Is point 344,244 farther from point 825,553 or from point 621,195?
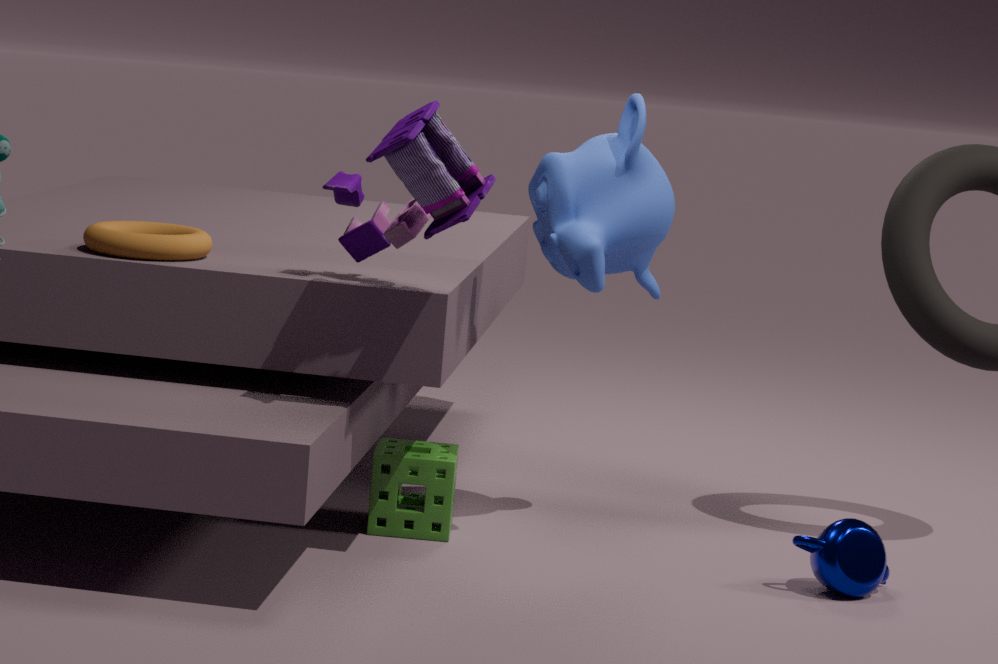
point 825,553
